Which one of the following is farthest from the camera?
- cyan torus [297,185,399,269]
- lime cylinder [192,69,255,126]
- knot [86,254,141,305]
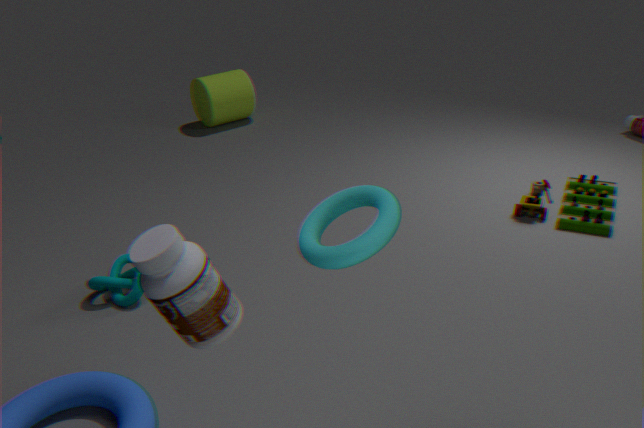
lime cylinder [192,69,255,126]
